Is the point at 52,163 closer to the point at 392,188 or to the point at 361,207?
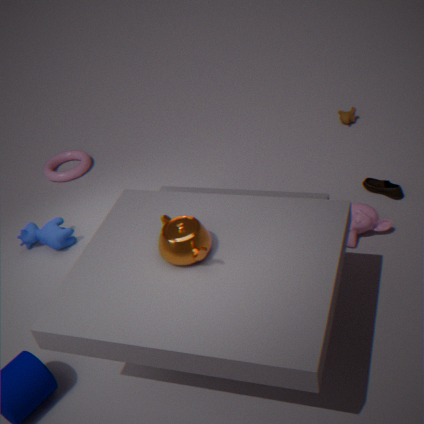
the point at 361,207
